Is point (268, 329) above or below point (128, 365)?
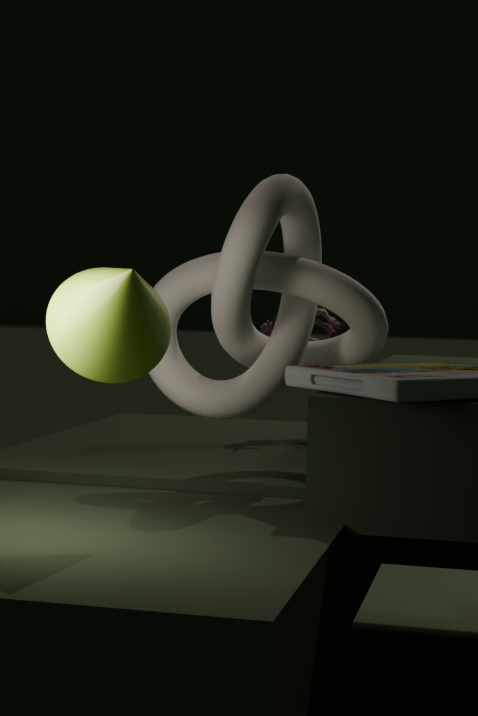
below
